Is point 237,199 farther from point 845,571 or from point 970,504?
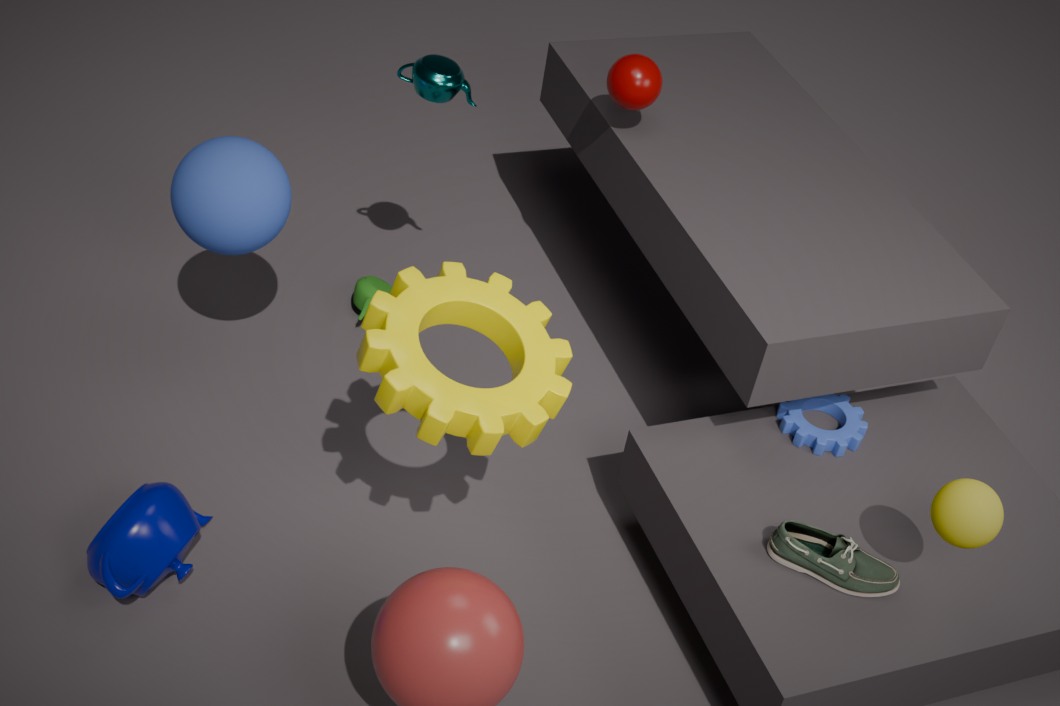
point 970,504
